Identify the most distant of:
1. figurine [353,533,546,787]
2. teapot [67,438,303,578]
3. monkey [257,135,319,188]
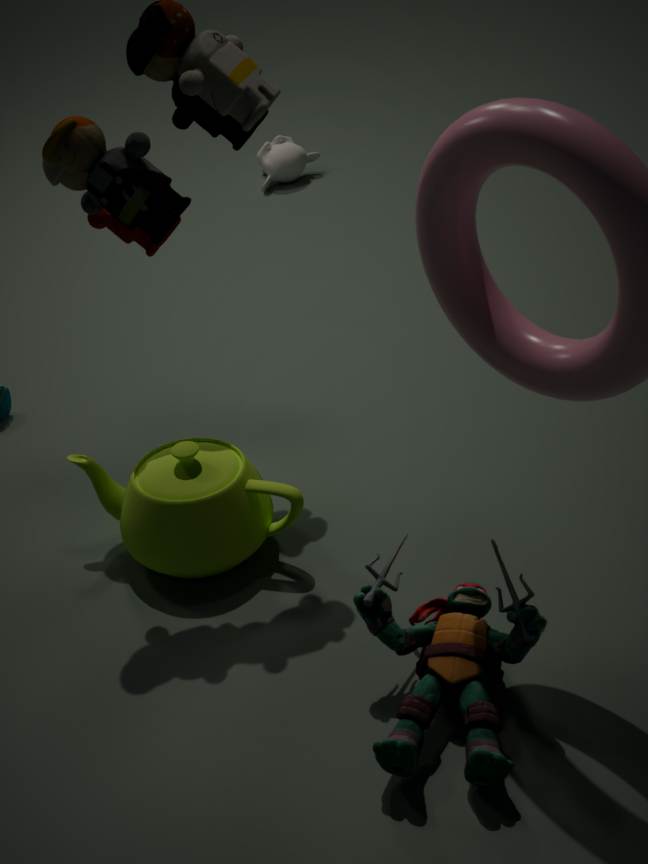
monkey [257,135,319,188]
